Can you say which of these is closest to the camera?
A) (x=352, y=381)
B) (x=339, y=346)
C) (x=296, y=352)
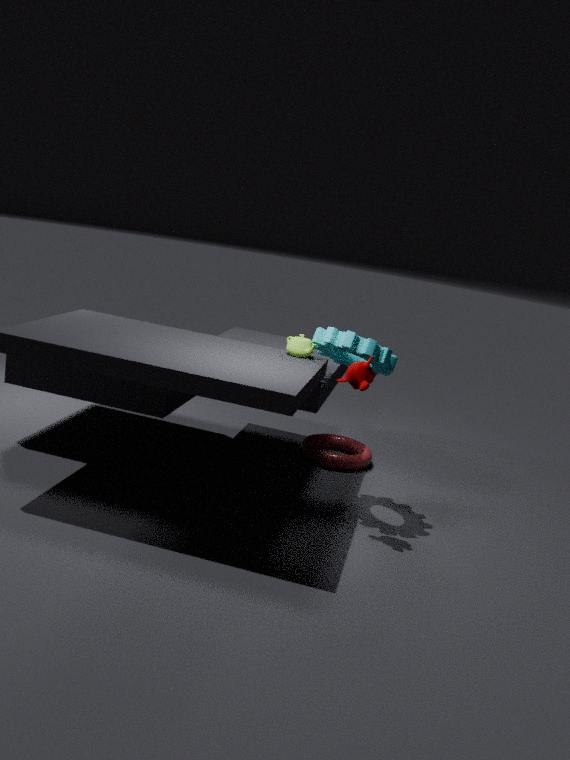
(x=352, y=381)
